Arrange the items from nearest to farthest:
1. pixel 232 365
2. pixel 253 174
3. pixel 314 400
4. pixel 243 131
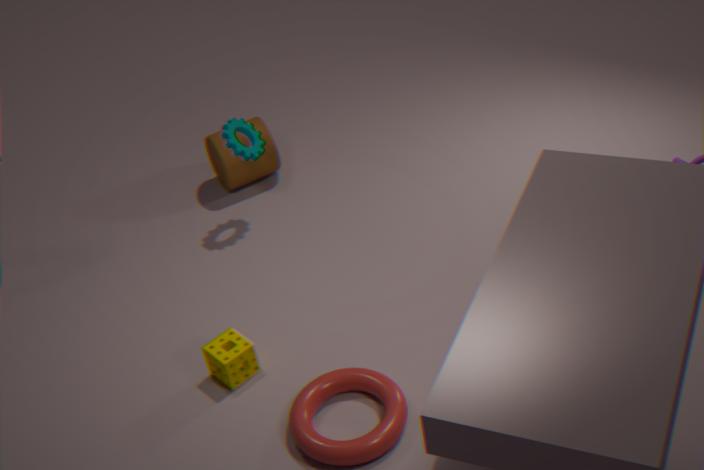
pixel 314 400 → pixel 232 365 → pixel 243 131 → pixel 253 174
